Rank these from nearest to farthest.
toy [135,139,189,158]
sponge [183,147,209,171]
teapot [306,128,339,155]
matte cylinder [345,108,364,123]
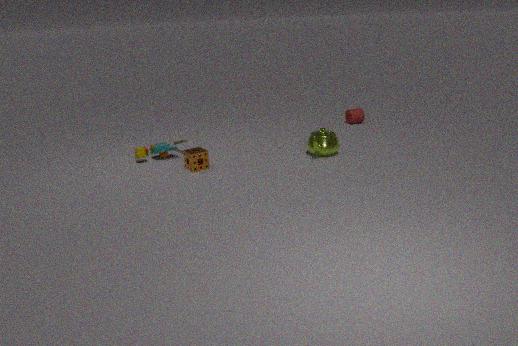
sponge [183,147,209,171] → teapot [306,128,339,155] → toy [135,139,189,158] → matte cylinder [345,108,364,123]
